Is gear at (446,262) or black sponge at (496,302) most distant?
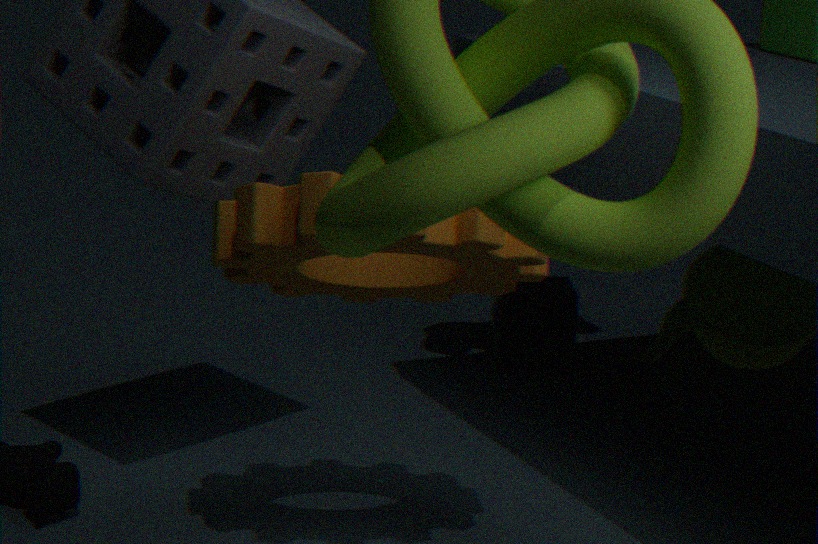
black sponge at (496,302)
